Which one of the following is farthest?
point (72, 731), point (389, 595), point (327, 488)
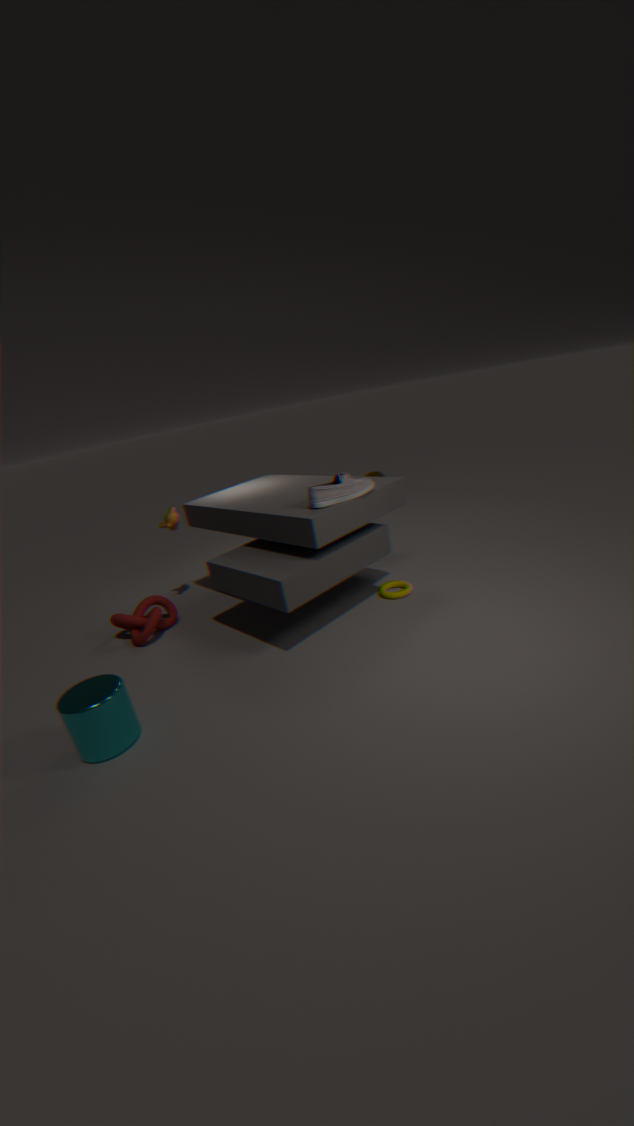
point (389, 595)
